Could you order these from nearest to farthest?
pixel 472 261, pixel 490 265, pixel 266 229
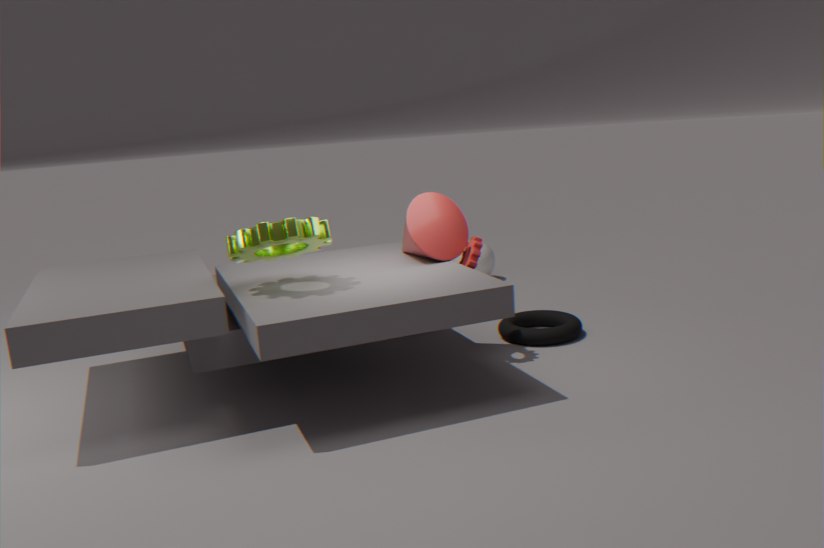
pixel 266 229 < pixel 472 261 < pixel 490 265
